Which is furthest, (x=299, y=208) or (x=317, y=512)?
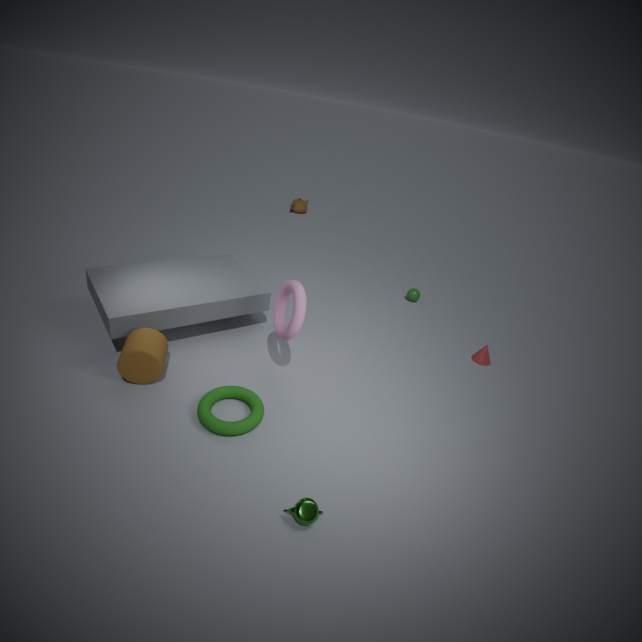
(x=299, y=208)
